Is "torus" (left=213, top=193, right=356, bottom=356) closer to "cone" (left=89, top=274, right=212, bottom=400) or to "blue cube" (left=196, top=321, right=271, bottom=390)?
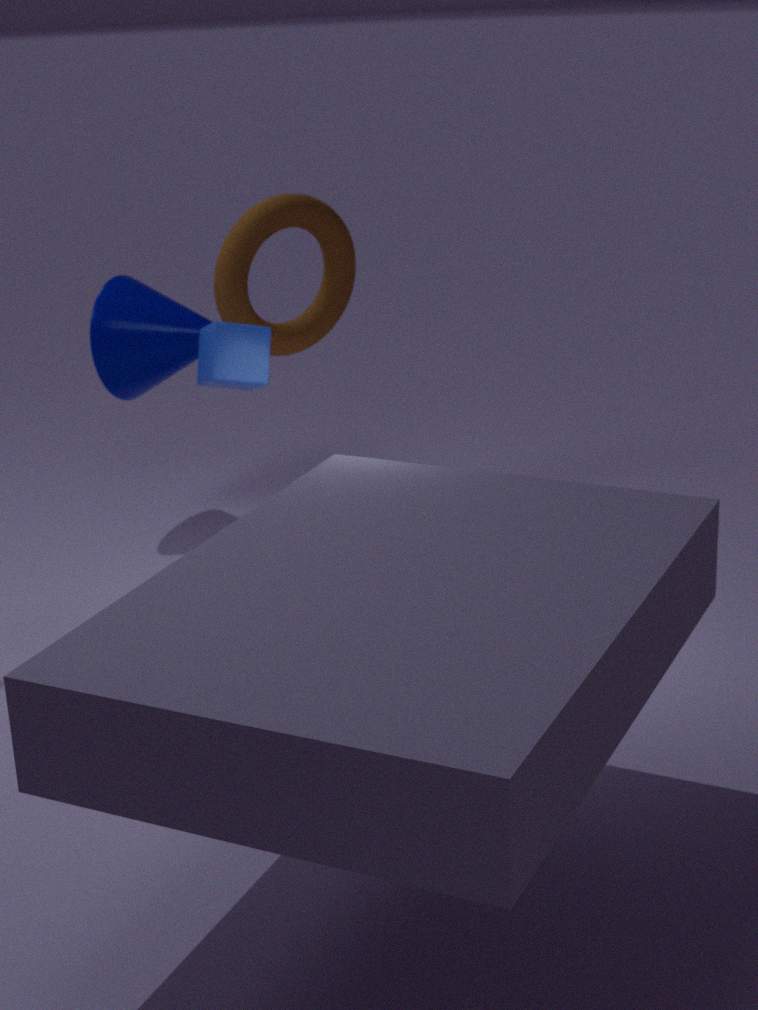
"cone" (left=89, top=274, right=212, bottom=400)
